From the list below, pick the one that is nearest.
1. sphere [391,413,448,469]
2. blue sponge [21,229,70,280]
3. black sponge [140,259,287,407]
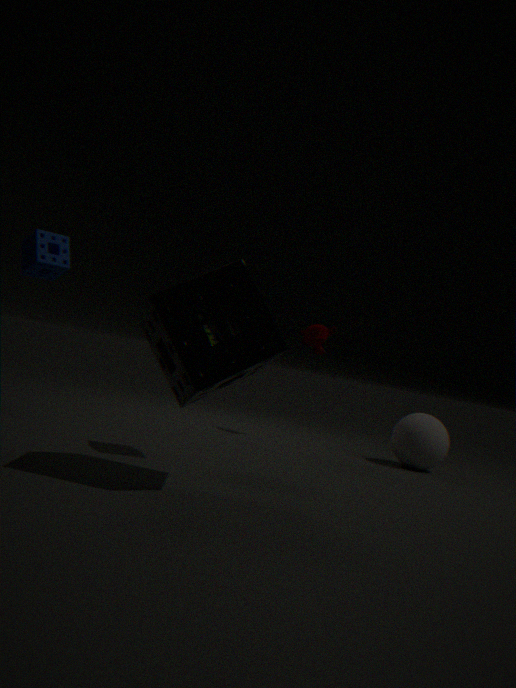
black sponge [140,259,287,407]
